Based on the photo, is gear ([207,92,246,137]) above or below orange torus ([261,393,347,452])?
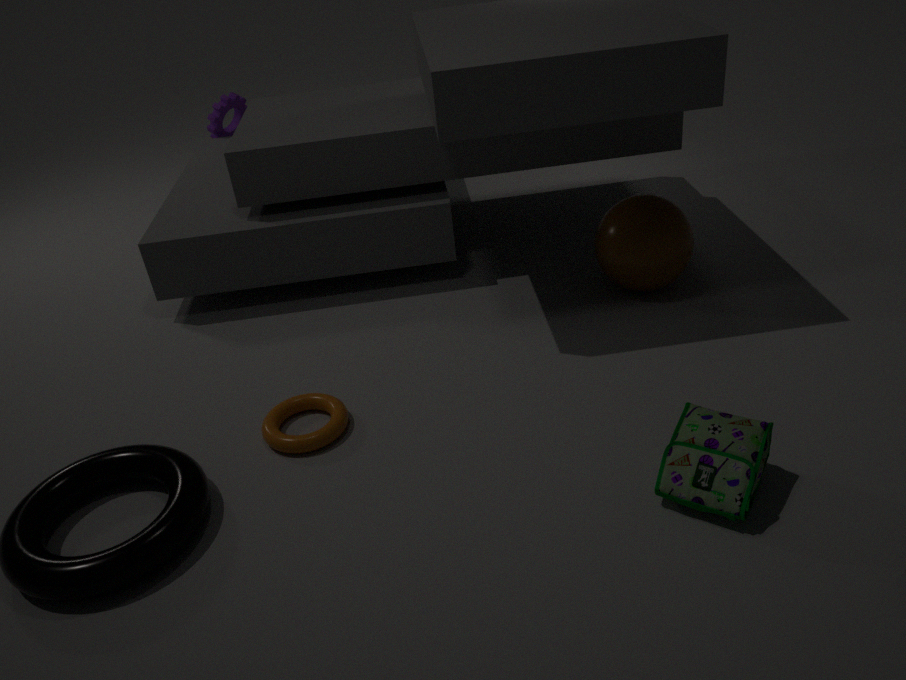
above
